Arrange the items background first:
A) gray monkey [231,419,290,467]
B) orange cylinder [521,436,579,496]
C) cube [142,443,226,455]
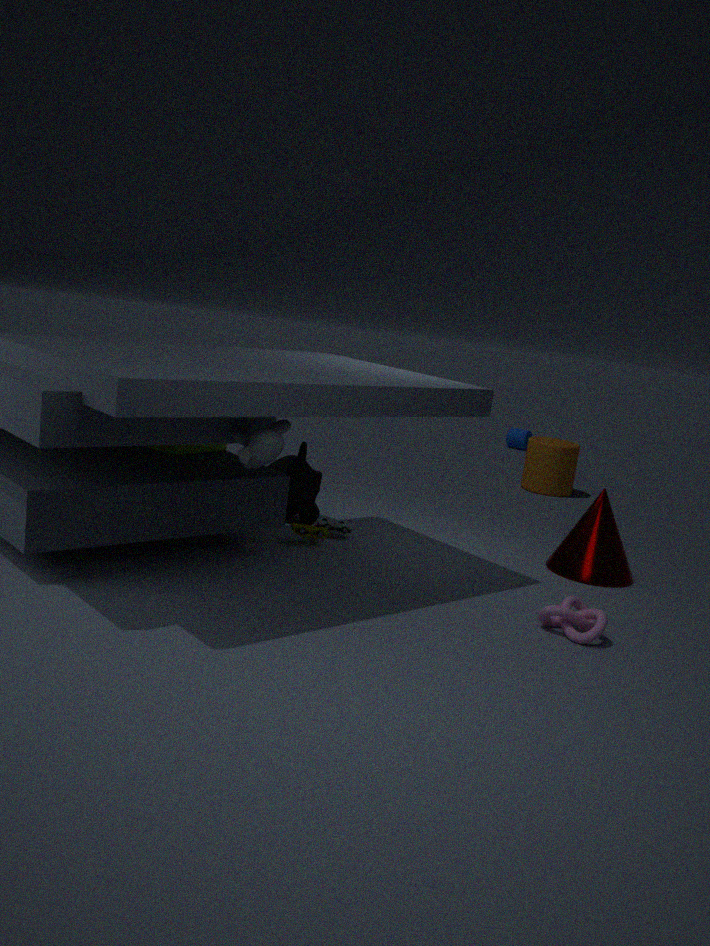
orange cylinder [521,436,579,496] → cube [142,443,226,455] → gray monkey [231,419,290,467]
